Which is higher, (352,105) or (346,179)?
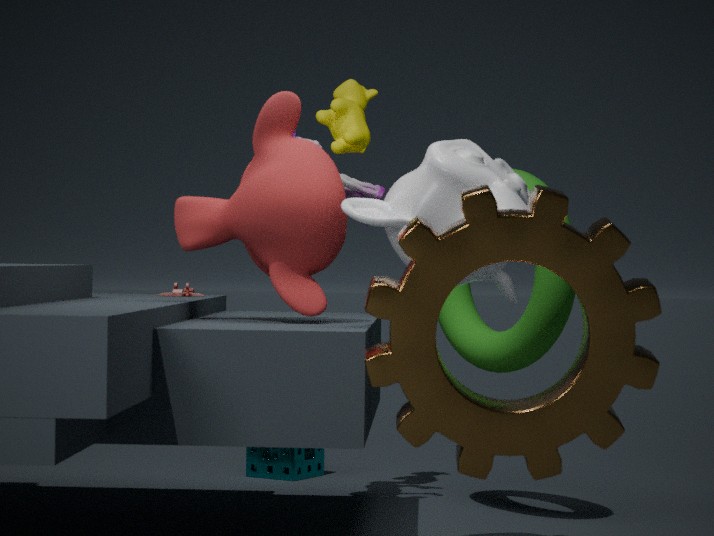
(352,105)
